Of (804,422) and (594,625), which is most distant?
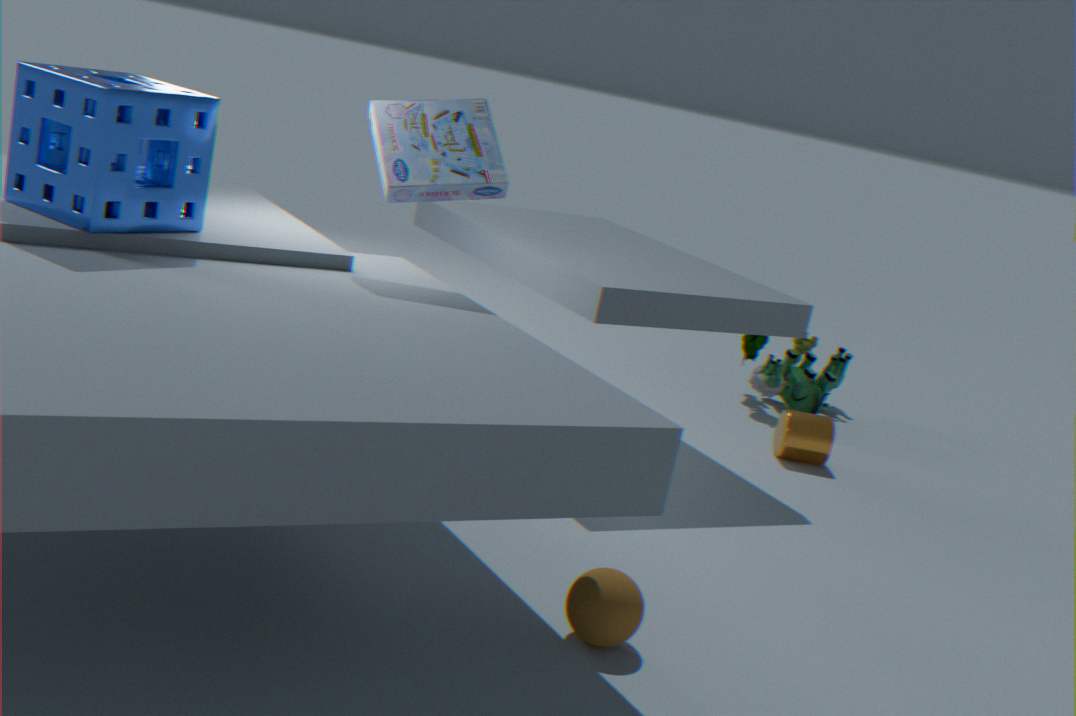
(804,422)
